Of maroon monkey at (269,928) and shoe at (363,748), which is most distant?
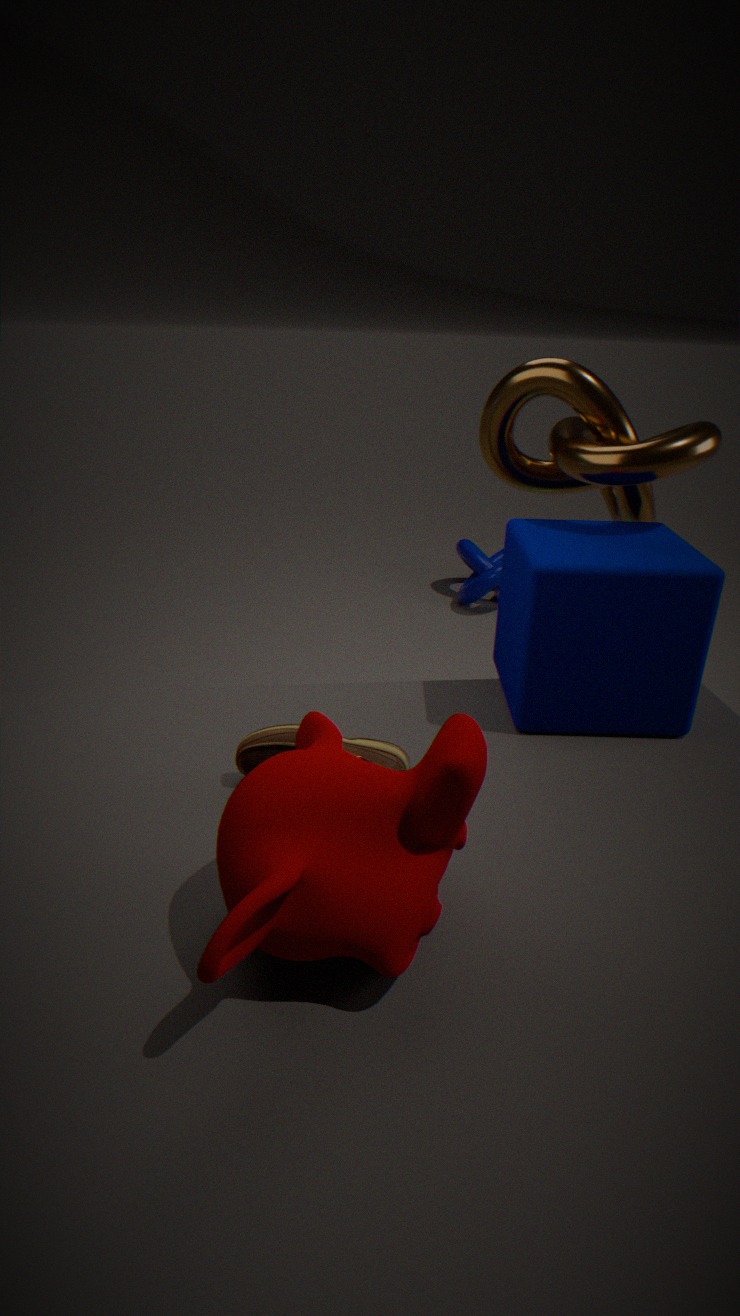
shoe at (363,748)
